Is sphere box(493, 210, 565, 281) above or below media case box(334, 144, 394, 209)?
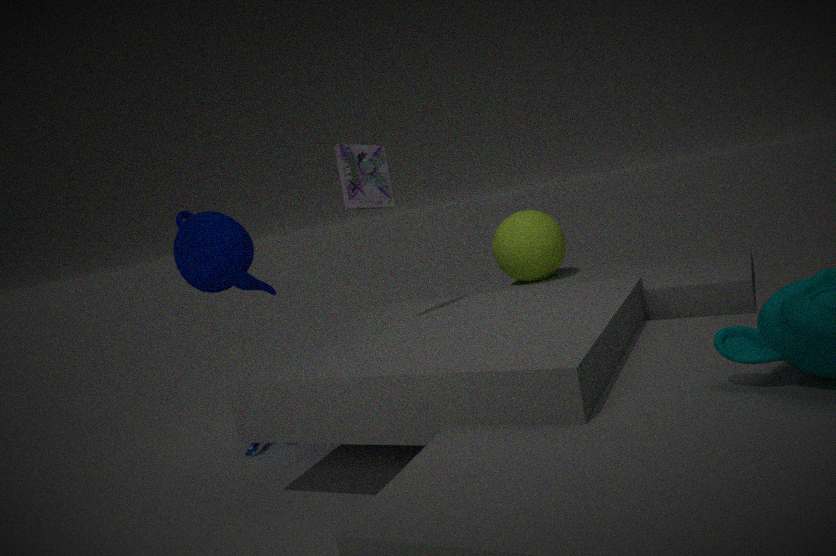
below
